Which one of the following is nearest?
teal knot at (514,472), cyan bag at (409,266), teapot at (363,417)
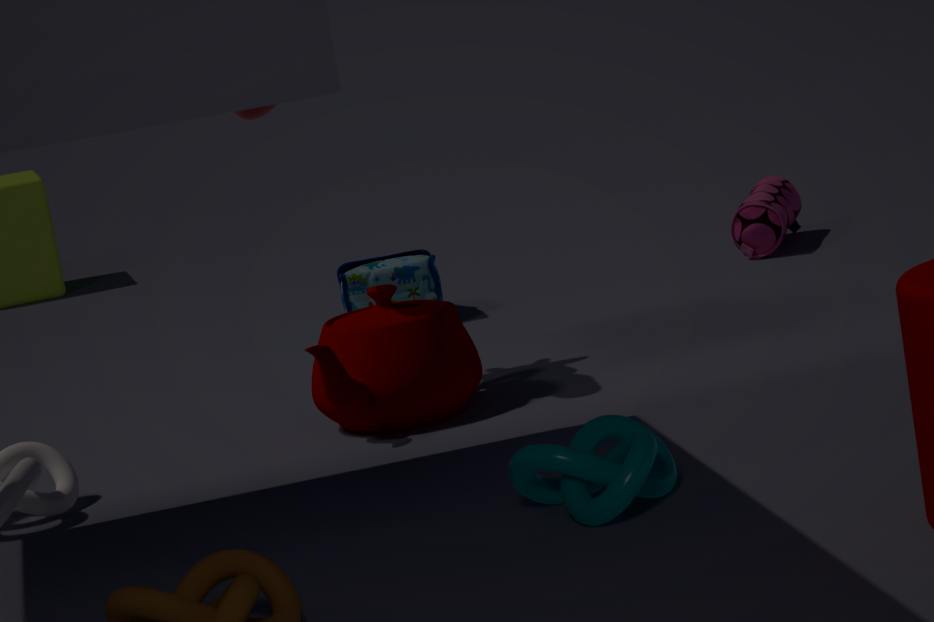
teal knot at (514,472)
